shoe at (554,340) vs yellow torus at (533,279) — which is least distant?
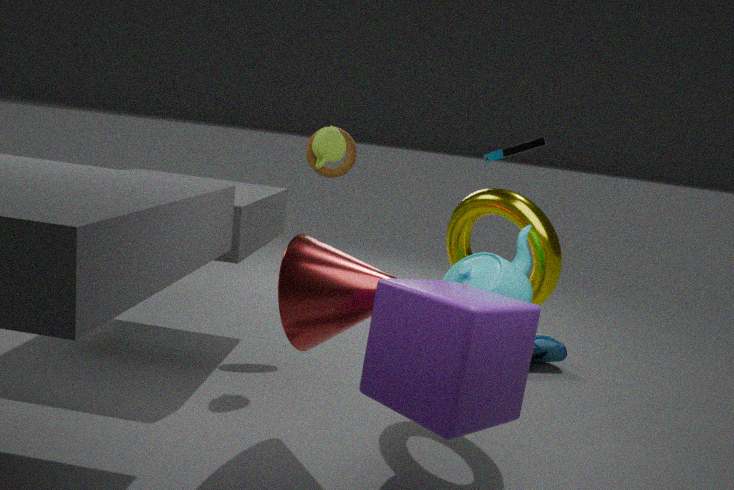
yellow torus at (533,279)
